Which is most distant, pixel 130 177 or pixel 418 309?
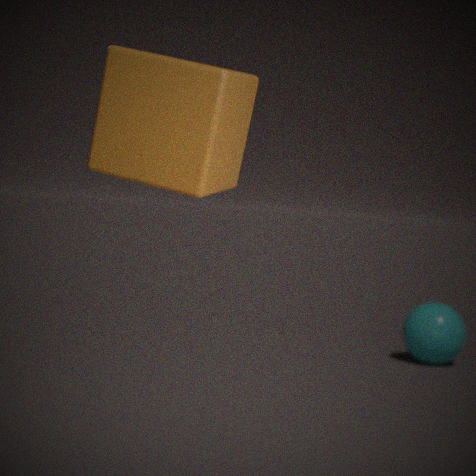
pixel 418 309
